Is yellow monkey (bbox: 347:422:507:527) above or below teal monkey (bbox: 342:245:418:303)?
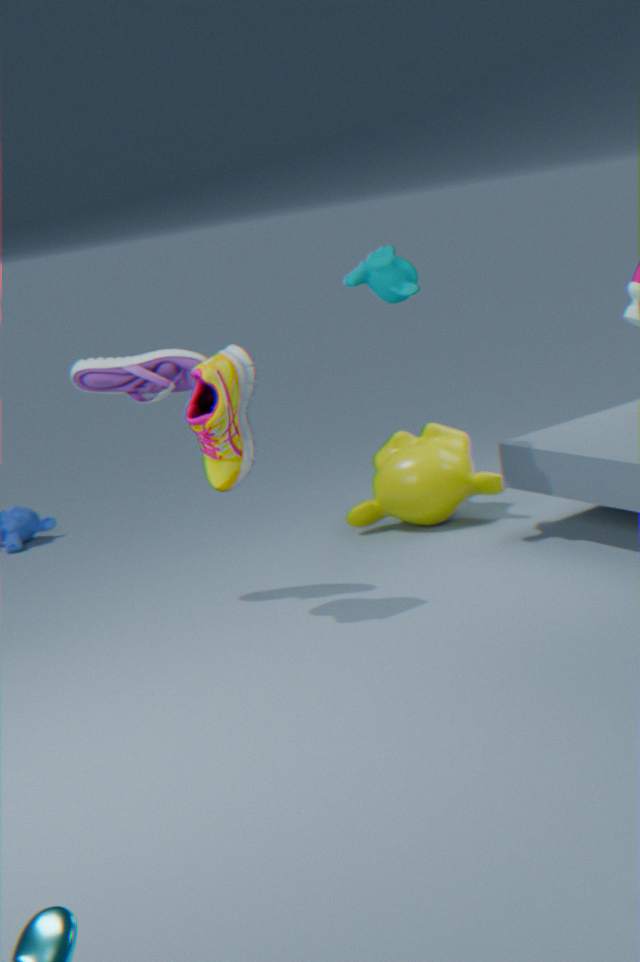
below
